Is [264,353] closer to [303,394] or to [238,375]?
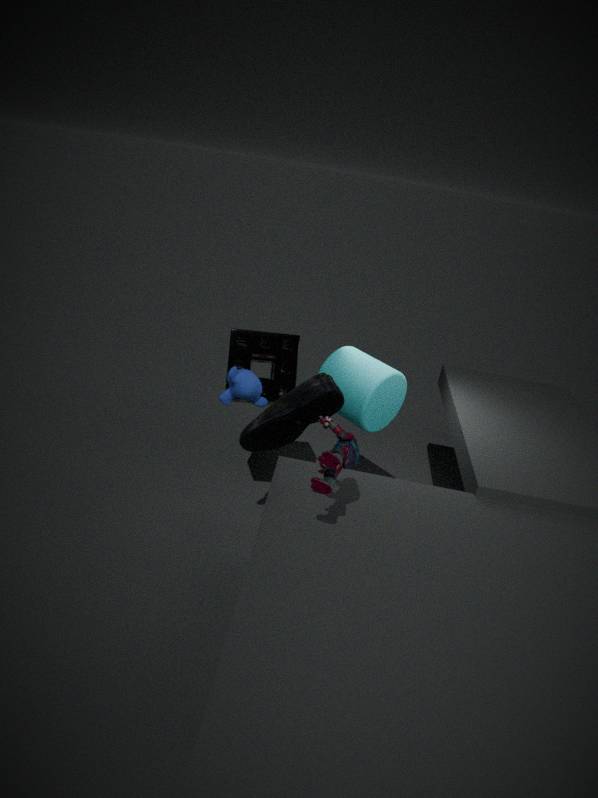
[238,375]
